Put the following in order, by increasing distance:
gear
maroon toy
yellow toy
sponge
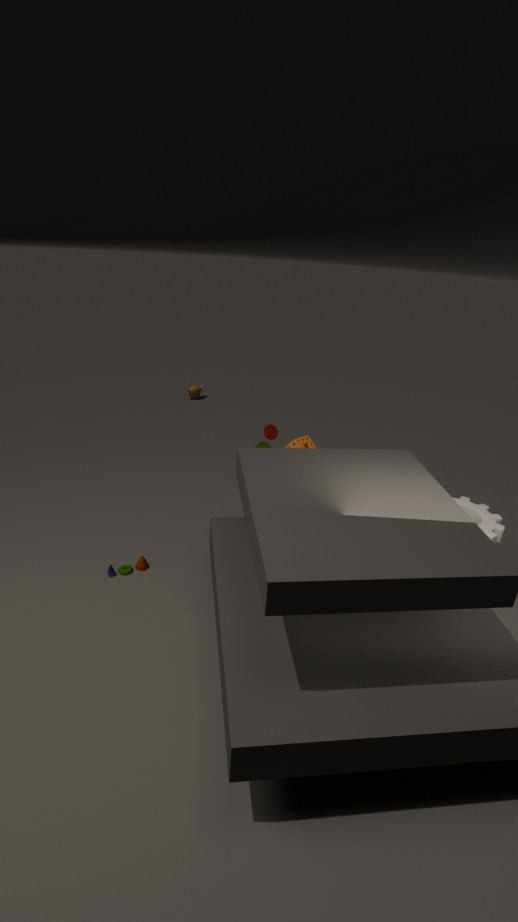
gear → yellow toy → sponge → maroon toy
